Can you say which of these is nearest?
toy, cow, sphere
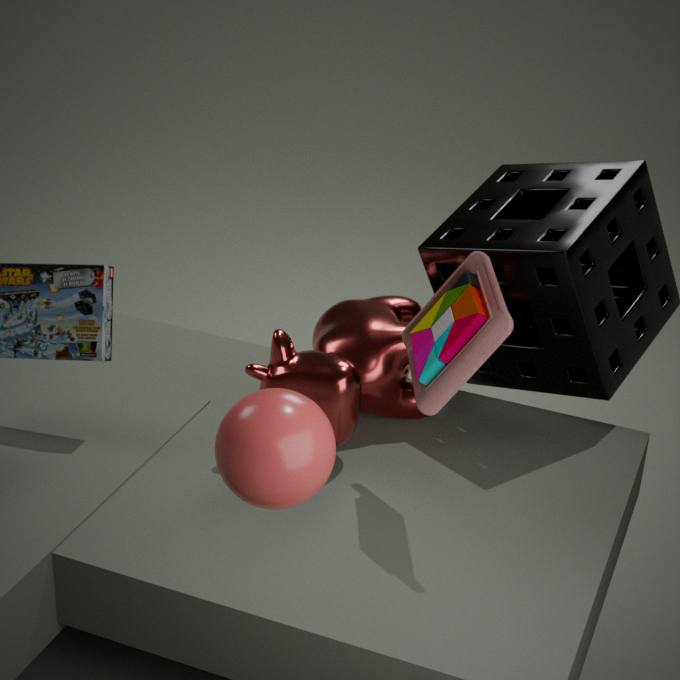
sphere
